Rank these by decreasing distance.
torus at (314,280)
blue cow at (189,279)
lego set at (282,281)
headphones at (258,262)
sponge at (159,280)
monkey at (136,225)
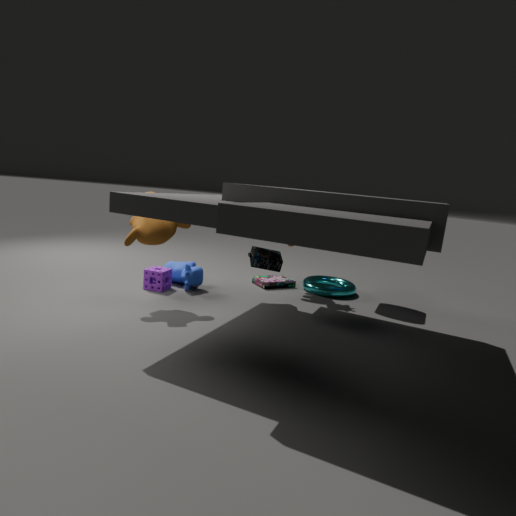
1. lego set at (282,281)
2. torus at (314,280)
3. blue cow at (189,279)
4. sponge at (159,280)
5. headphones at (258,262)
6. monkey at (136,225)
